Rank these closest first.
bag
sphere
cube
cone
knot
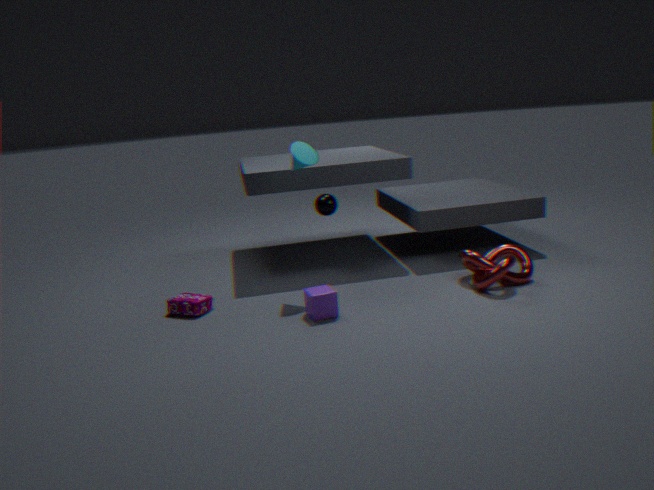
1. cube
2. knot
3. bag
4. cone
5. sphere
